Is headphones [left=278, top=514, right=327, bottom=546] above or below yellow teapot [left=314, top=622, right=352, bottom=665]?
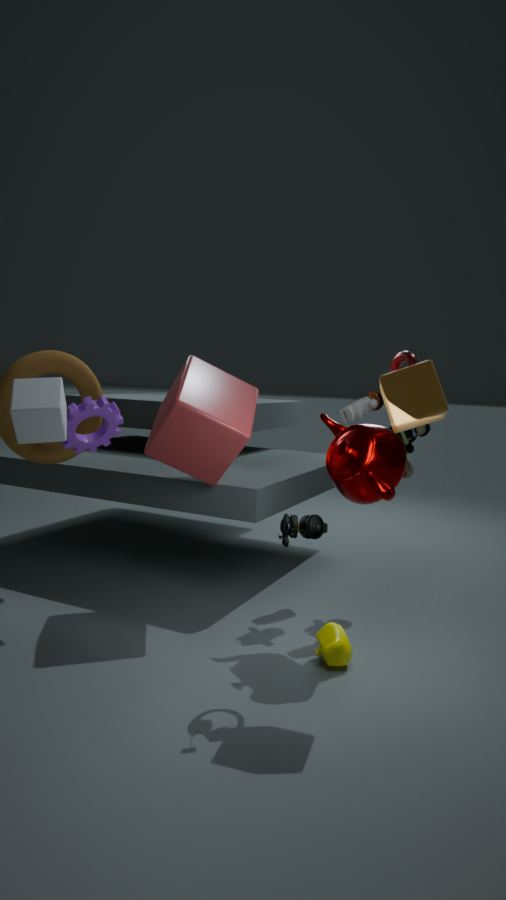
above
